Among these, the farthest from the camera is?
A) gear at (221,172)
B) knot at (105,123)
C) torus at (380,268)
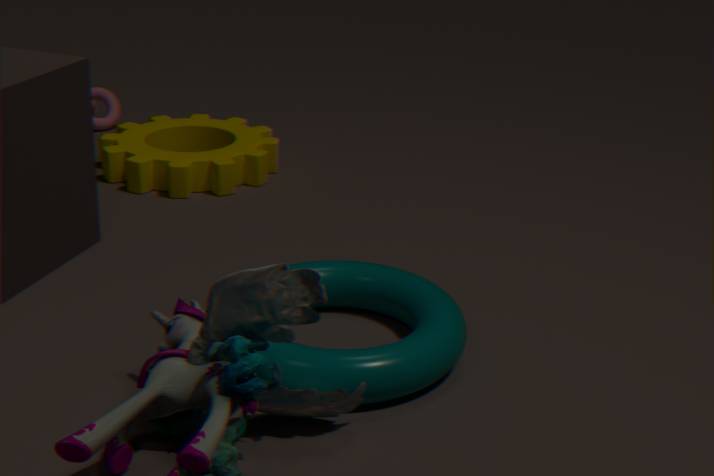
knot at (105,123)
